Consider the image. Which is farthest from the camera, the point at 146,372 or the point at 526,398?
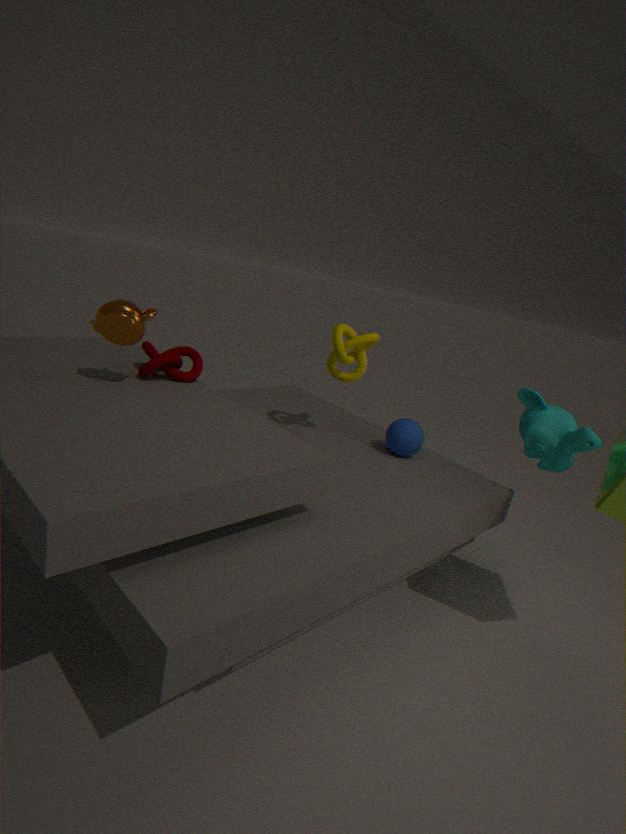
the point at 526,398
